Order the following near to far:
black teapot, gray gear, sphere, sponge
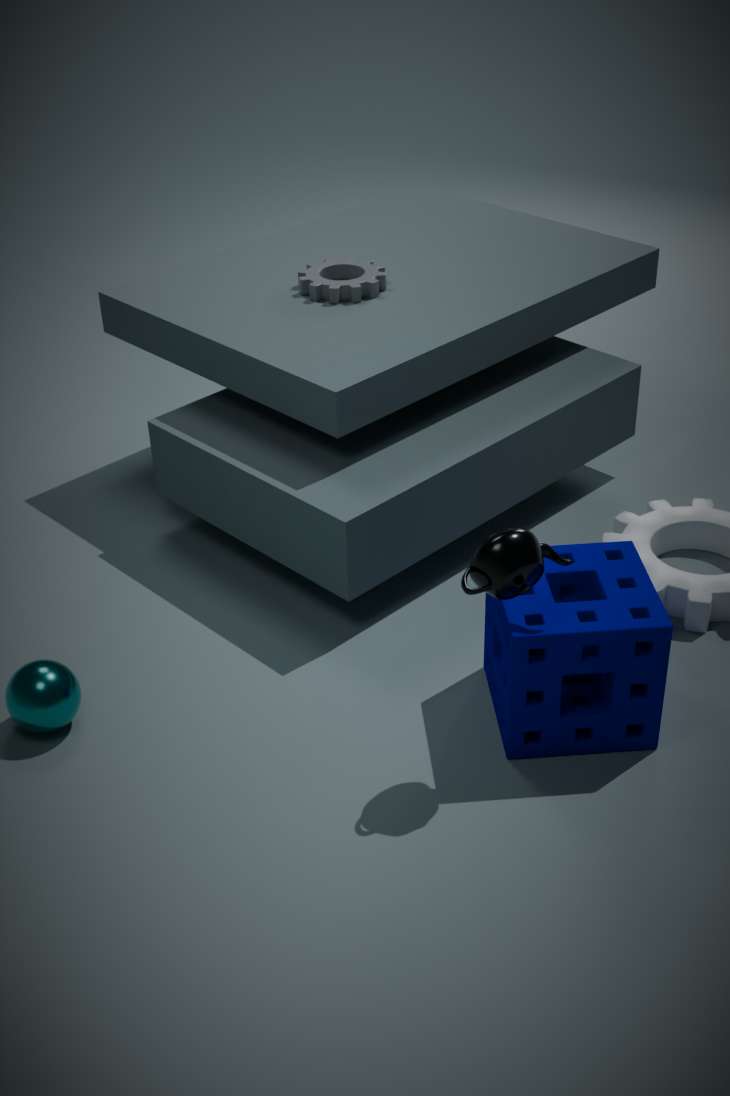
black teapot → sponge → sphere → gray gear
